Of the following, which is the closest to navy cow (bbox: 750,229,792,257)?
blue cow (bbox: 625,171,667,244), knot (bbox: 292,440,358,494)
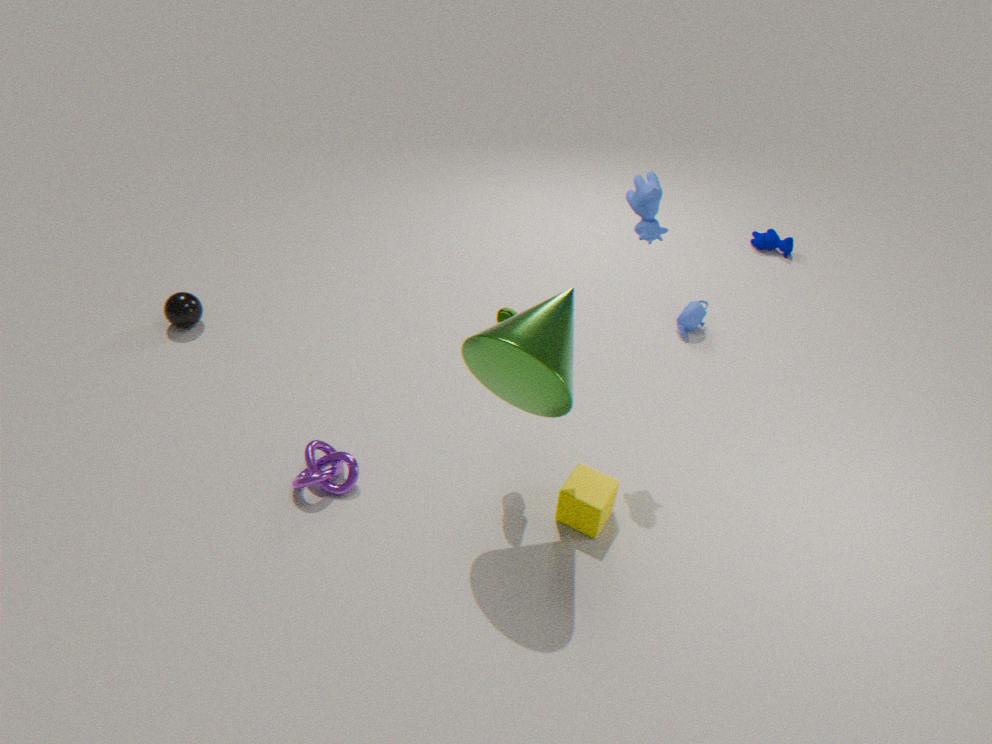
blue cow (bbox: 625,171,667,244)
